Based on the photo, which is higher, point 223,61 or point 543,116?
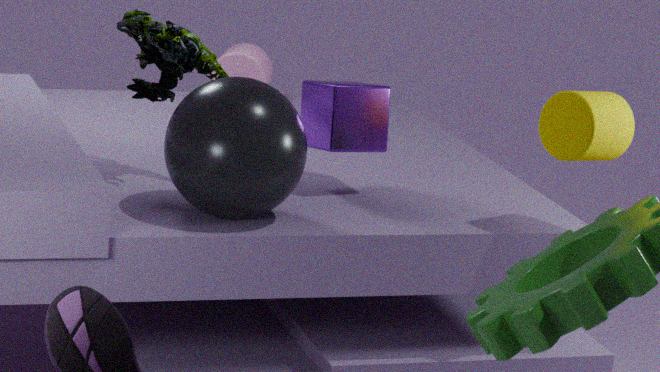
point 543,116
